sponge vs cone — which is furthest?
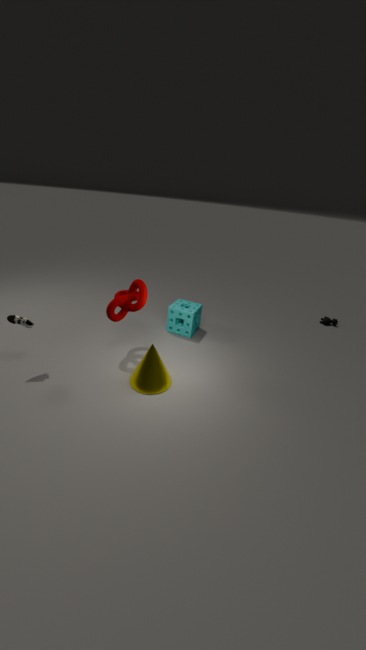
sponge
